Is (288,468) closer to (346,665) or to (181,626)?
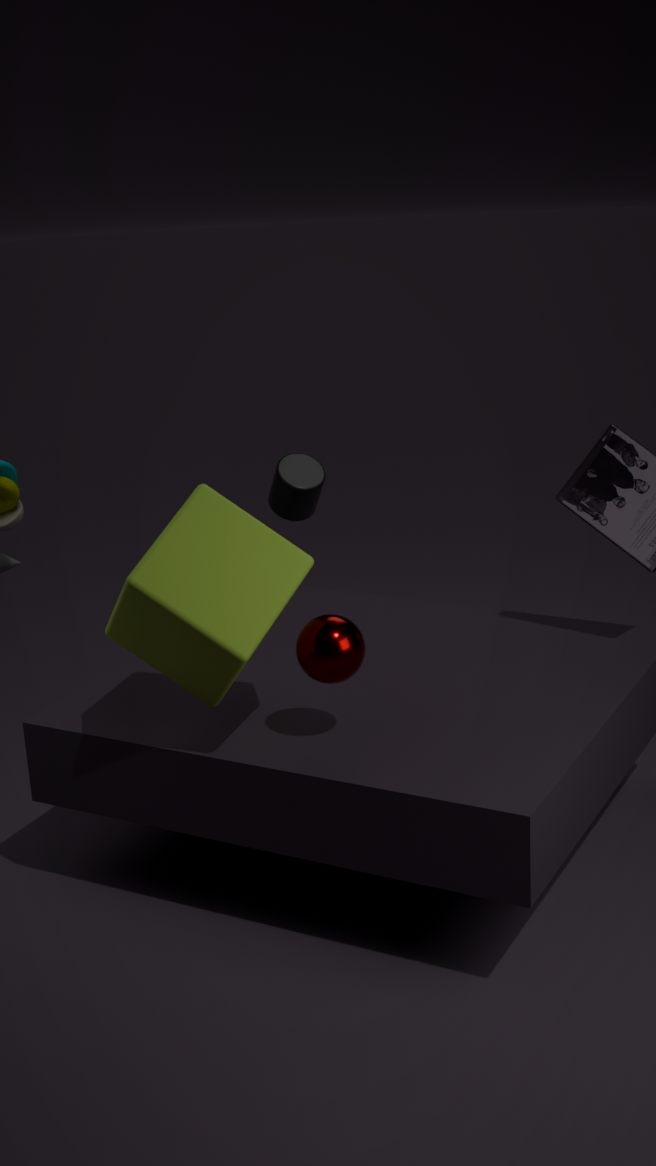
(181,626)
